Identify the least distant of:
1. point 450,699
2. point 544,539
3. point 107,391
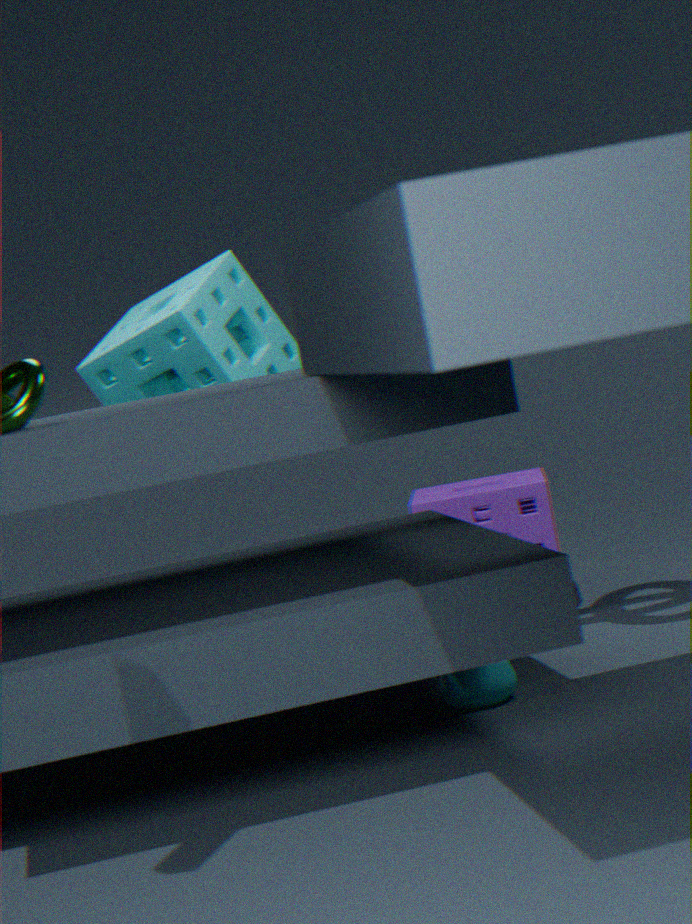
point 450,699
